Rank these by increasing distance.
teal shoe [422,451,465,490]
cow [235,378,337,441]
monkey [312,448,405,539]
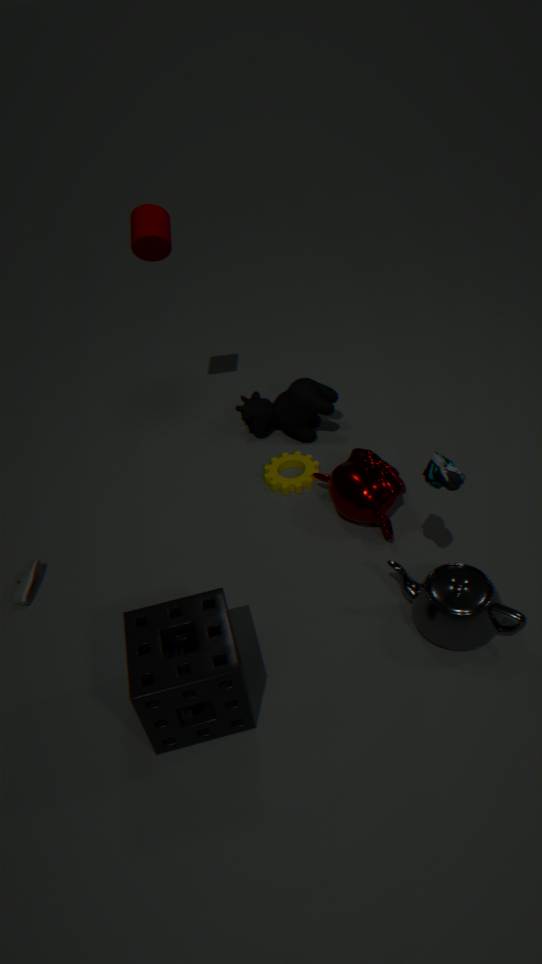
teal shoe [422,451,465,490] < monkey [312,448,405,539] < cow [235,378,337,441]
